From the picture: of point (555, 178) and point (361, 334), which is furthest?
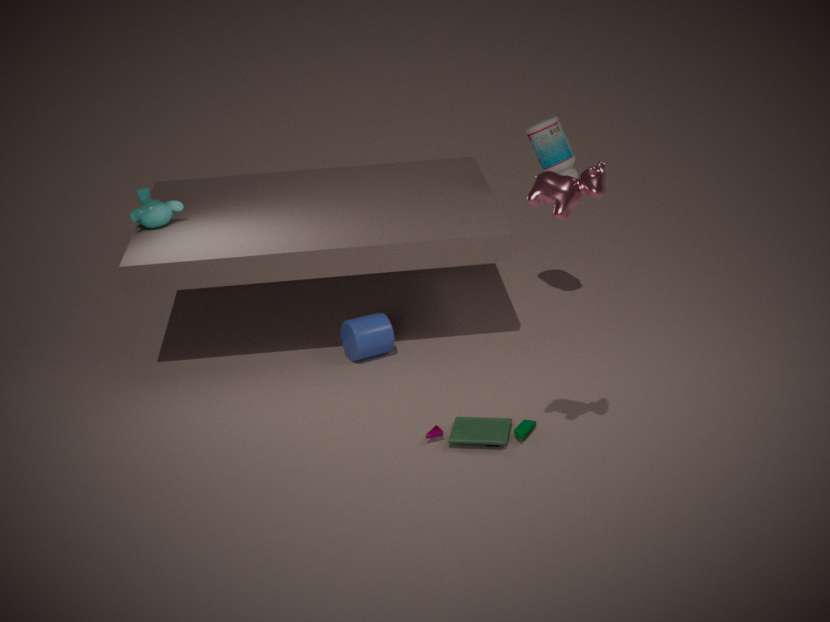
point (361, 334)
